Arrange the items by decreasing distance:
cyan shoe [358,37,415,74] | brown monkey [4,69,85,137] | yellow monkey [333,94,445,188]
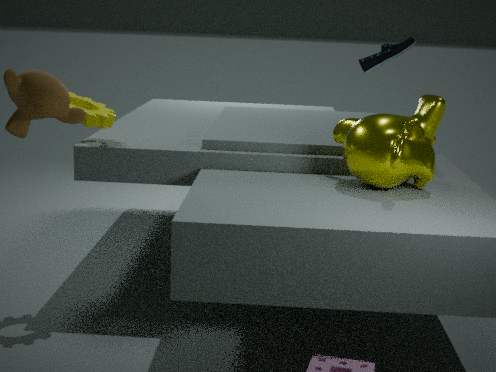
cyan shoe [358,37,415,74]
yellow monkey [333,94,445,188]
brown monkey [4,69,85,137]
